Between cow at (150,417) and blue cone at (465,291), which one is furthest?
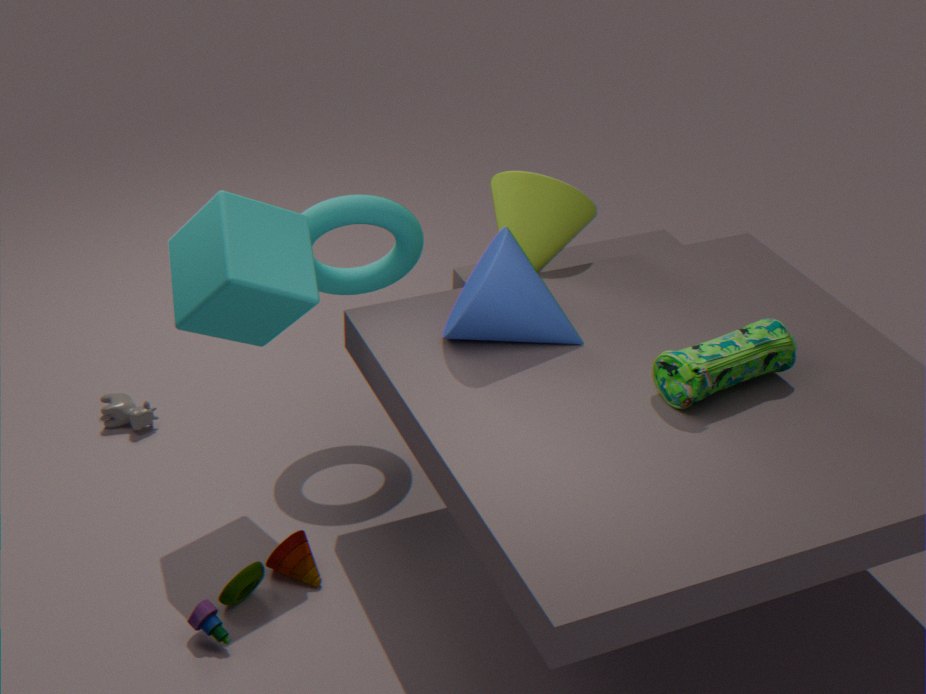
cow at (150,417)
